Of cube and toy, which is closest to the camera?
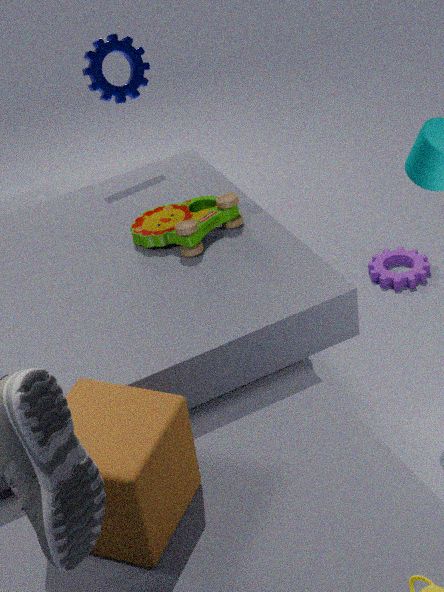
cube
